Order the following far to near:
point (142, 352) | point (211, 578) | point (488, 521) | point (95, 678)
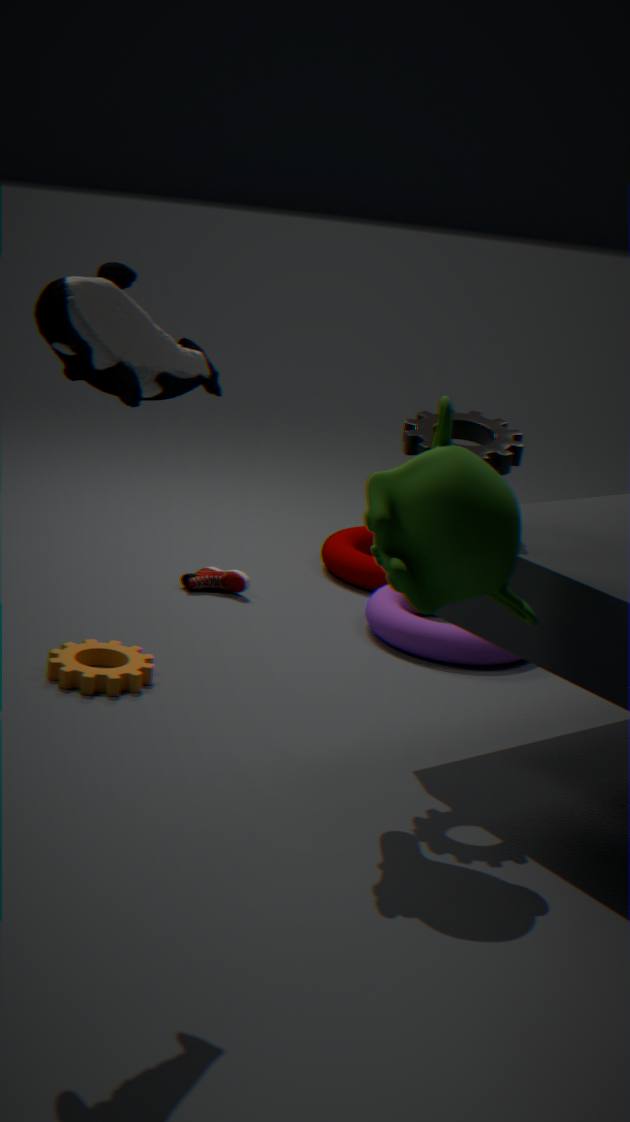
point (211, 578)
point (95, 678)
point (488, 521)
point (142, 352)
